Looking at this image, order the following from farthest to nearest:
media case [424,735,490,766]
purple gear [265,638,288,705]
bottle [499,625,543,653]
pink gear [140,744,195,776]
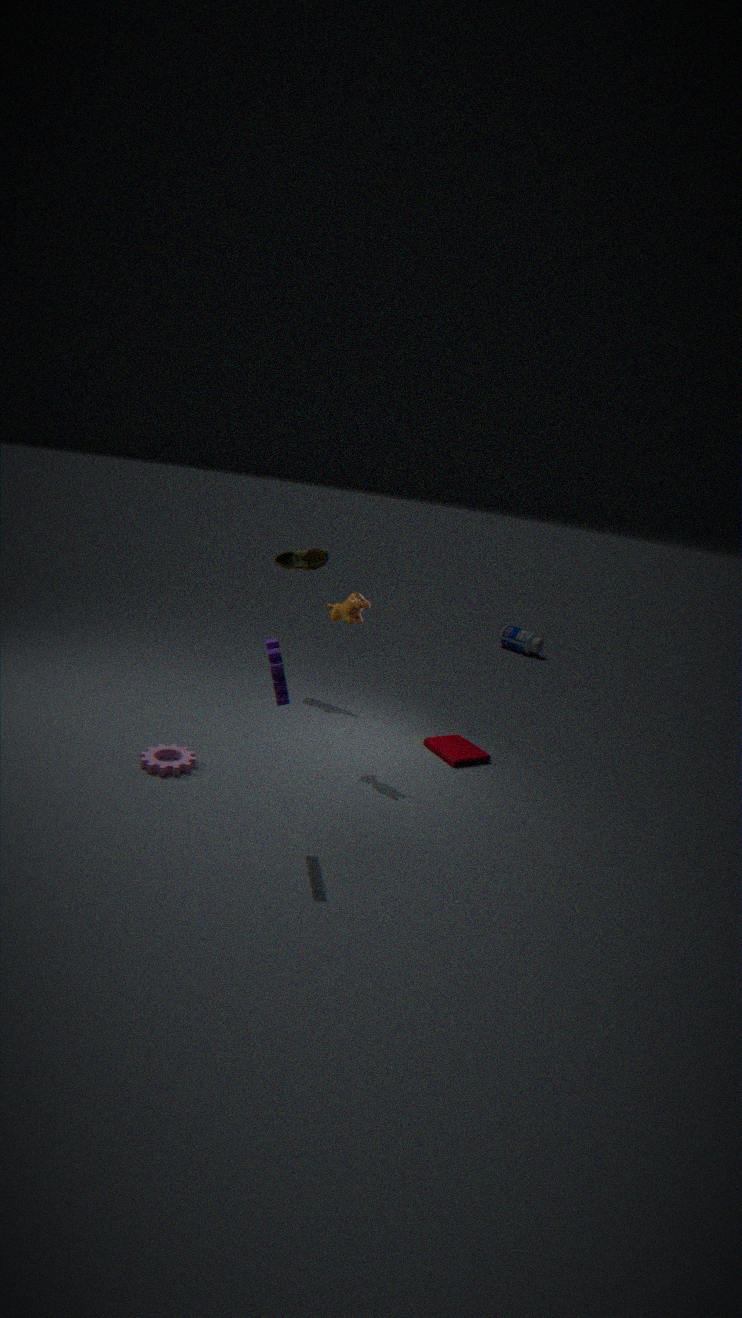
bottle [499,625,543,653], media case [424,735,490,766], pink gear [140,744,195,776], purple gear [265,638,288,705]
